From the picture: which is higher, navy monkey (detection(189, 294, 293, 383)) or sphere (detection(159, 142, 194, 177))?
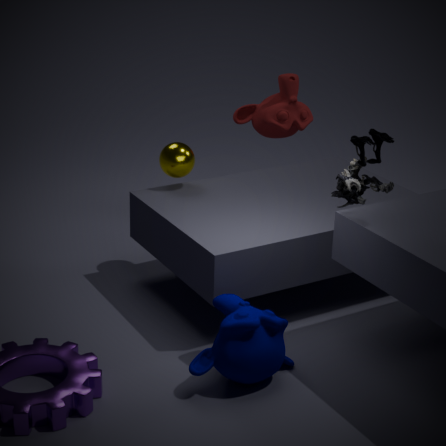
sphere (detection(159, 142, 194, 177))
